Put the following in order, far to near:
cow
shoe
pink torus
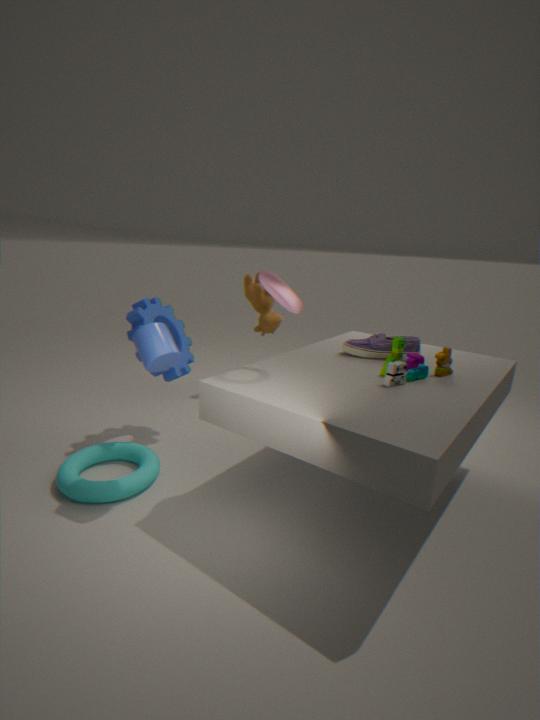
cow → shoe → pink torus
